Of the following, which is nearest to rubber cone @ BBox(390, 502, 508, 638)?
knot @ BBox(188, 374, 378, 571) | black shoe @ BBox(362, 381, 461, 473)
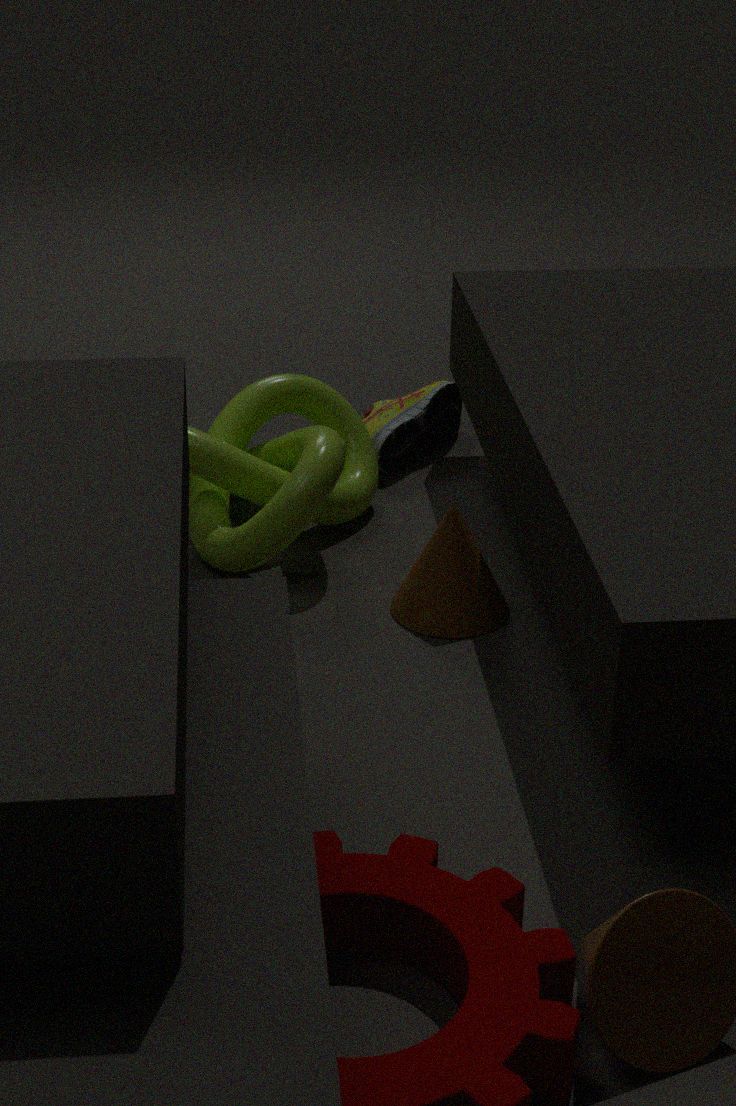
knot @ BBox(188, 374, 378, 571)
